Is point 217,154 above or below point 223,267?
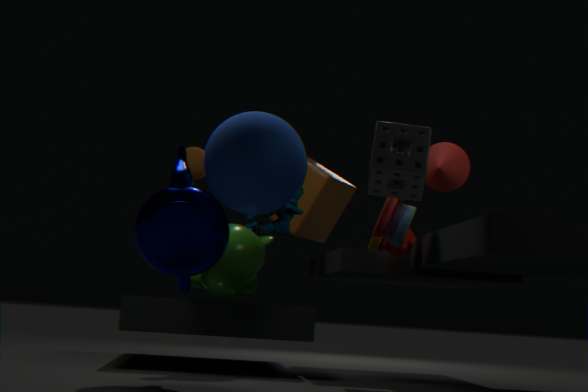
above
